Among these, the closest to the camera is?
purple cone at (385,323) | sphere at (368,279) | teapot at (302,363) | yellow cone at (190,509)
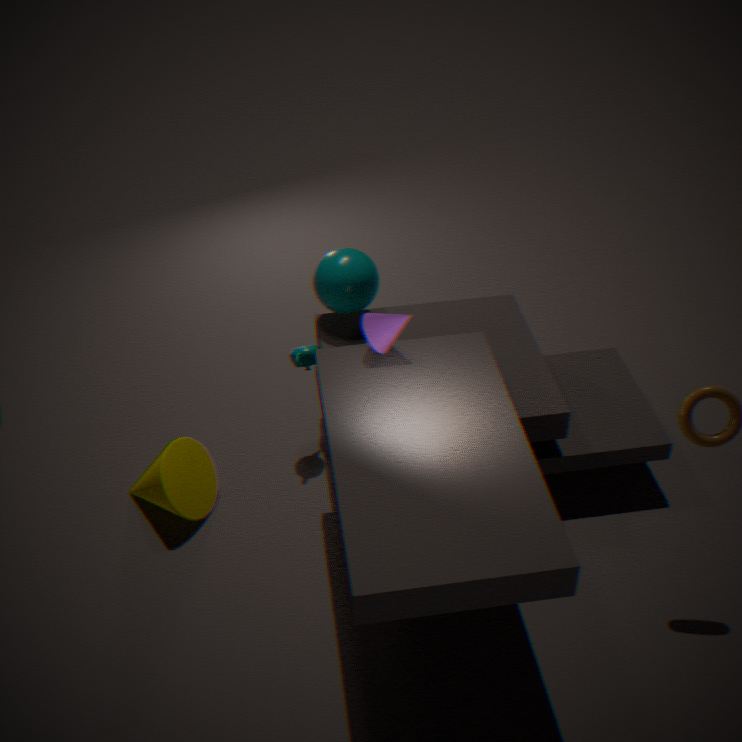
purple cone at (385,323)
